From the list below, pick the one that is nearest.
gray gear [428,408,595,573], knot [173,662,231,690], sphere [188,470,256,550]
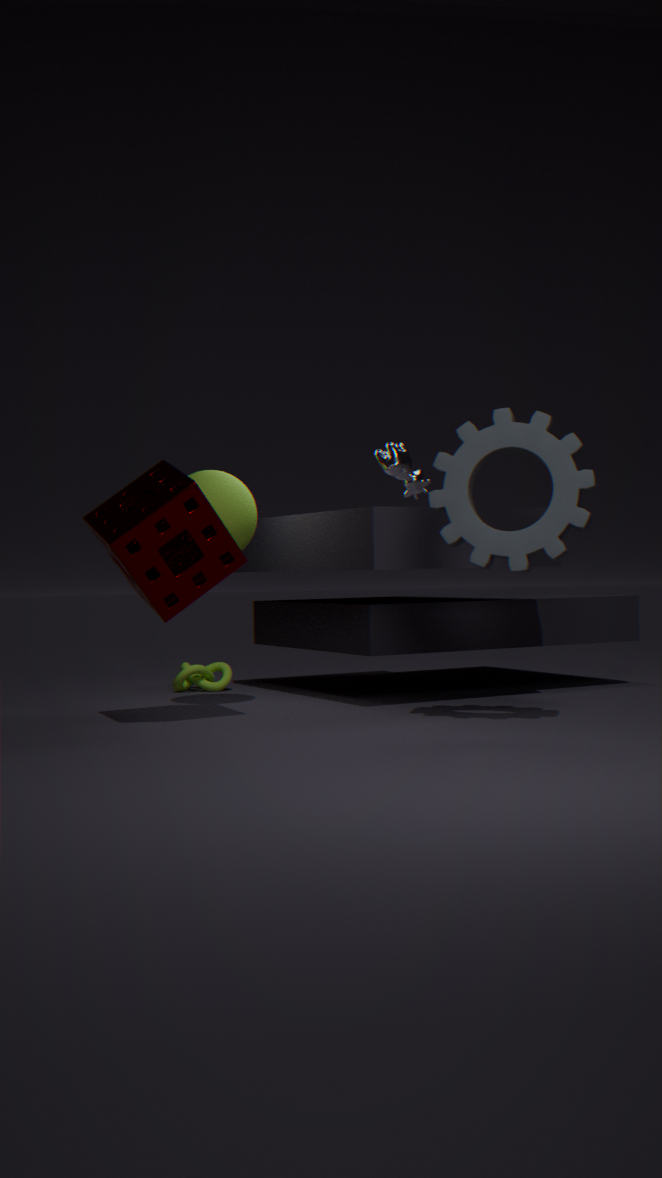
gray gear [428,408,595,573]
